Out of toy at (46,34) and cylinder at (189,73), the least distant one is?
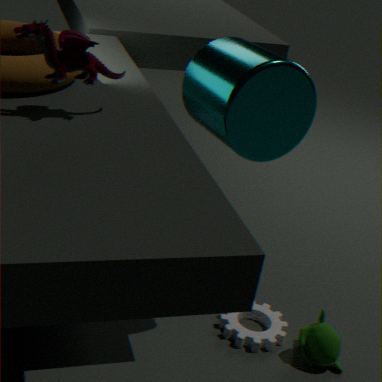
toy at (46,34)
